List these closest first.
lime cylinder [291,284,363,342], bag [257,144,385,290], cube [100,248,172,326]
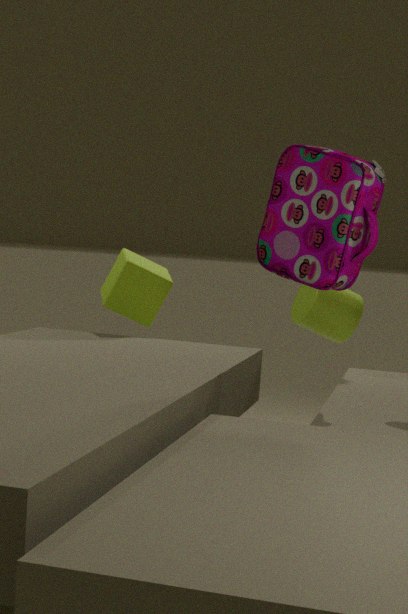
bag [257,144,385,290], lime cylinder [291,284,363,342], cube [100,248,172,326]
